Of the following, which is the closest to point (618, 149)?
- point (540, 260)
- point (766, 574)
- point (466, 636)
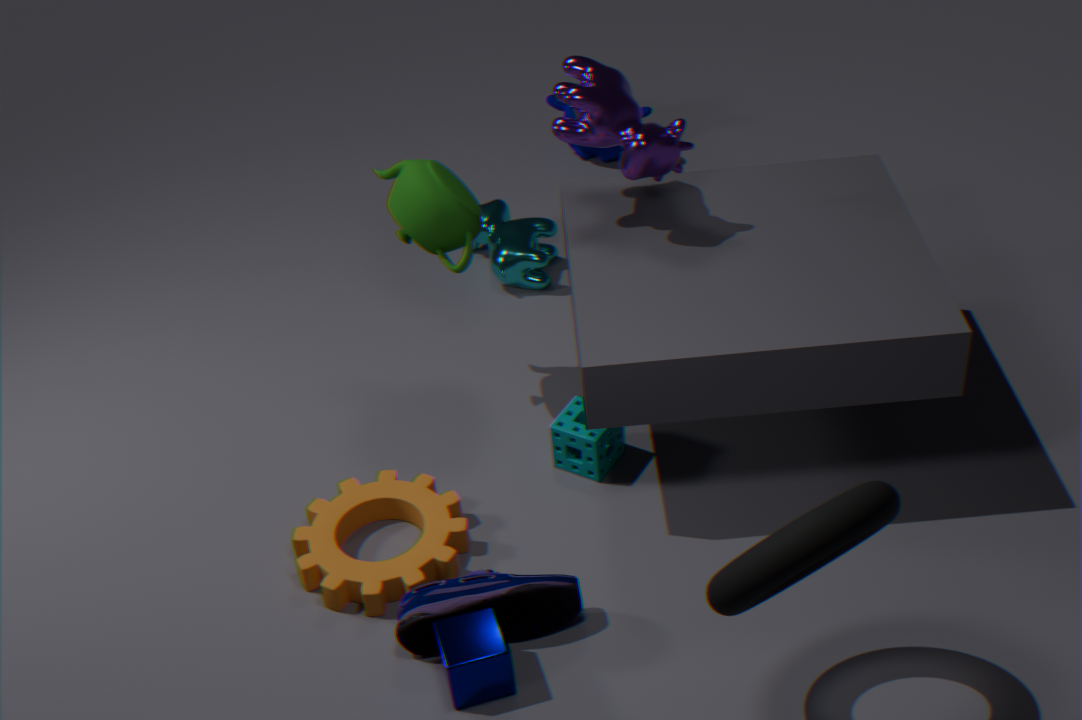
point (540, 260)
